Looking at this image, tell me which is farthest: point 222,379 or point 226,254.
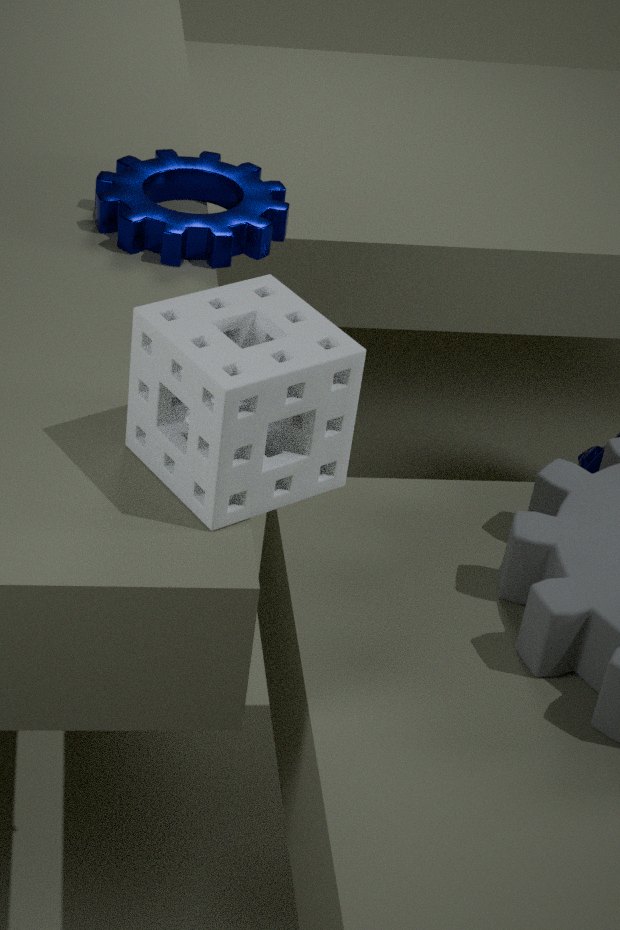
point 226,254
